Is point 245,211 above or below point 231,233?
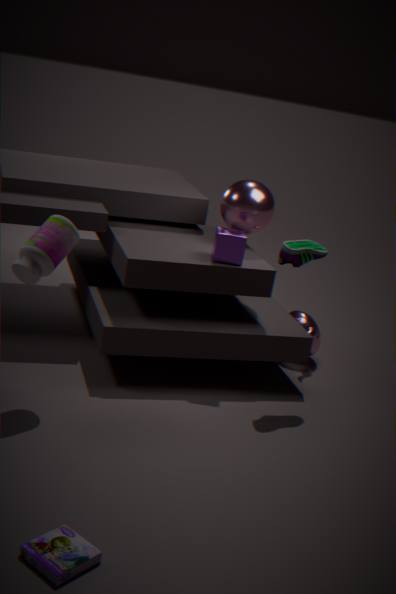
above
